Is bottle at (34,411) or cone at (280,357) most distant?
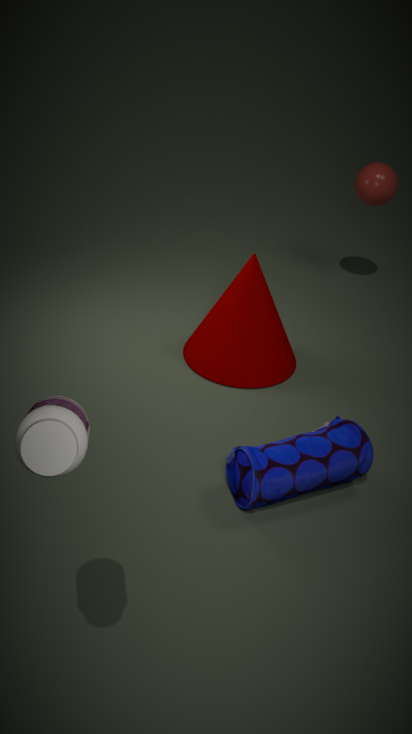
cone at (280,357)
